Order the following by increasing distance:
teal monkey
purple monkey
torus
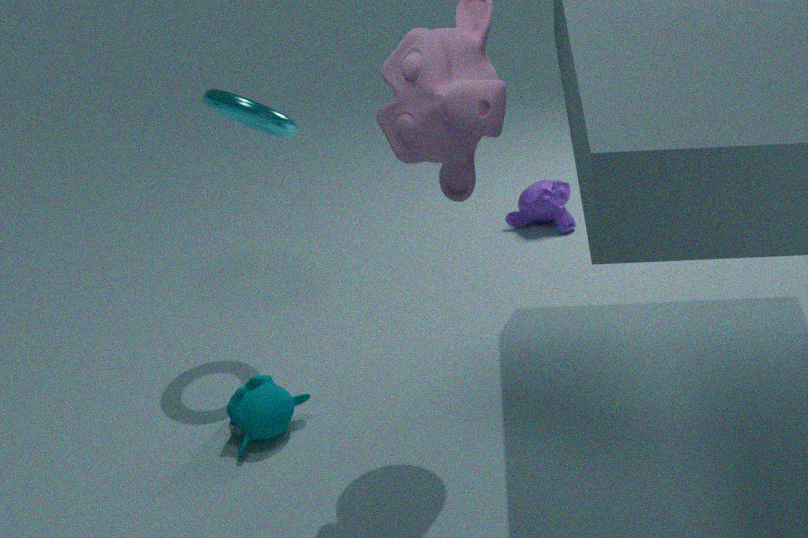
teal monkey < torus < purple monkey
